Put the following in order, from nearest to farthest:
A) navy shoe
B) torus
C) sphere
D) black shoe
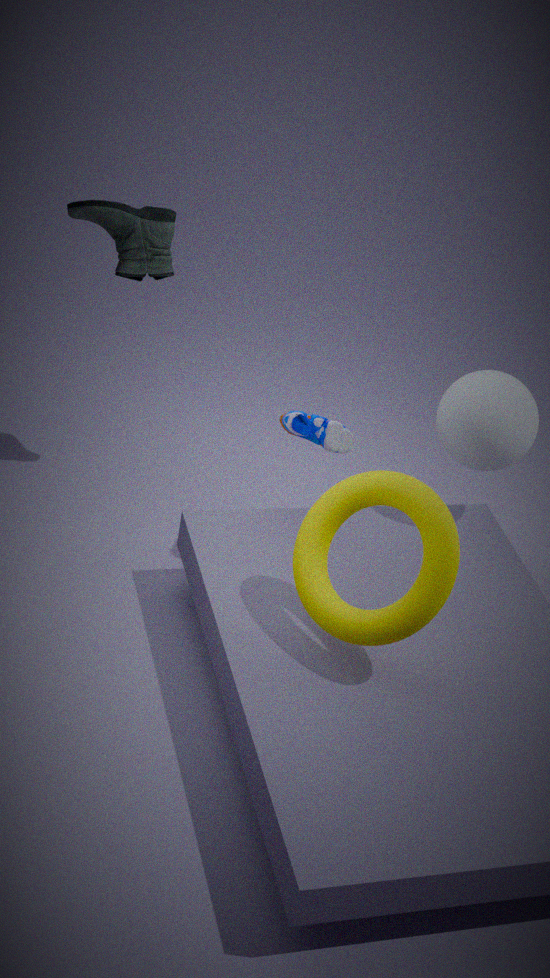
torus
navy shoe
sphere
black shoe
